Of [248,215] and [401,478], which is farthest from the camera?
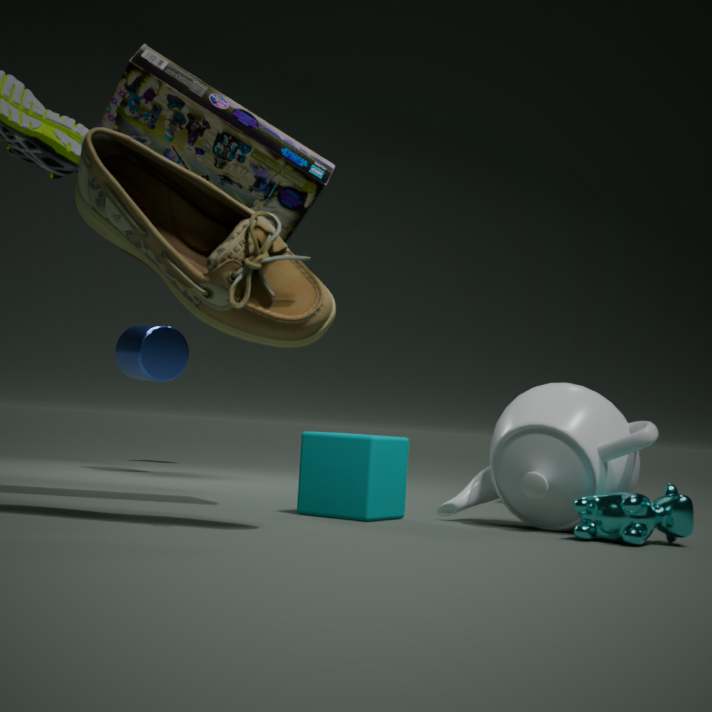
[401,478]
